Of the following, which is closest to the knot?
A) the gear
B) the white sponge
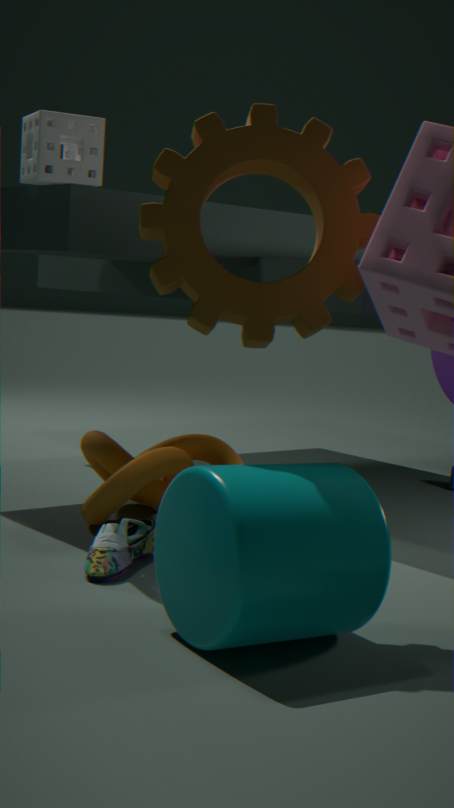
the gear
